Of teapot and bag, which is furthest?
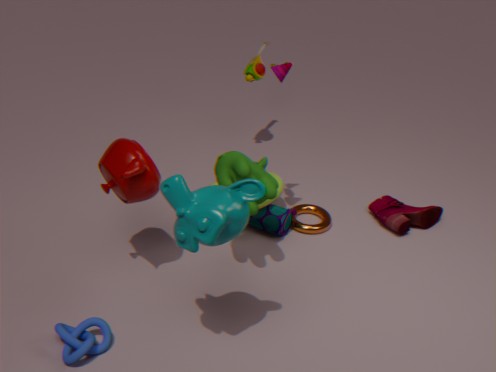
bag
